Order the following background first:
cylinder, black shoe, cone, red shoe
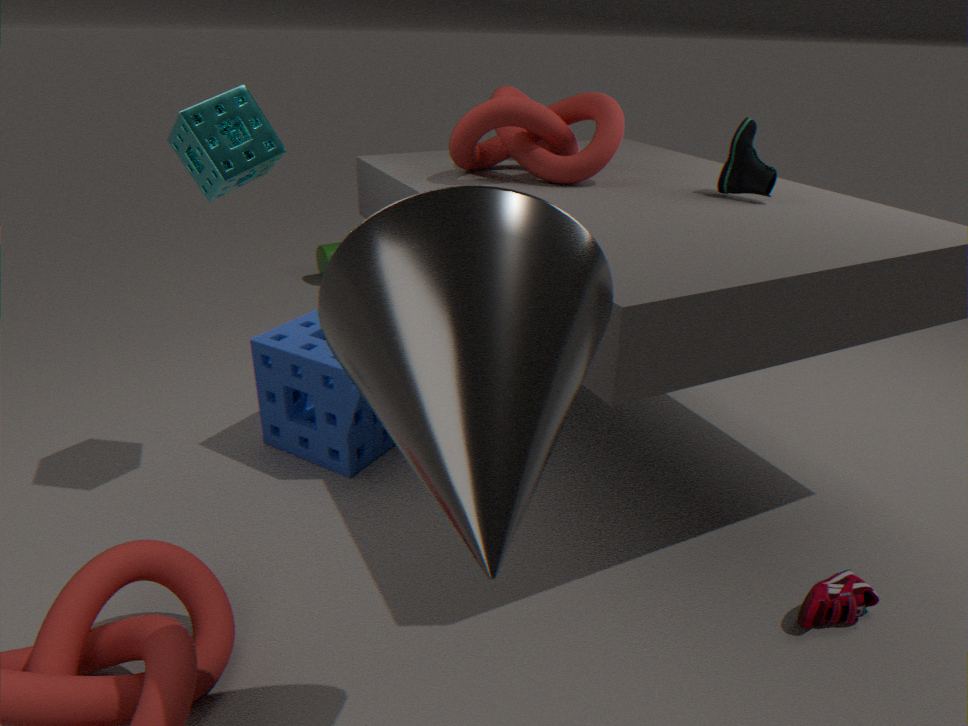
cylinder
black shoe
red shoe
cone
